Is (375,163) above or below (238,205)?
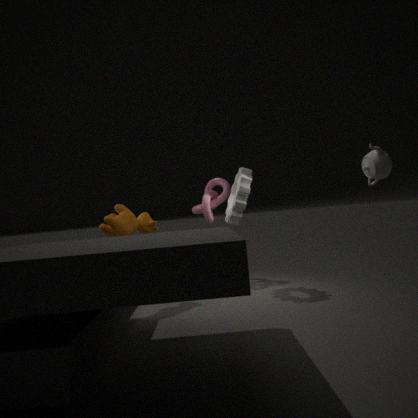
above
